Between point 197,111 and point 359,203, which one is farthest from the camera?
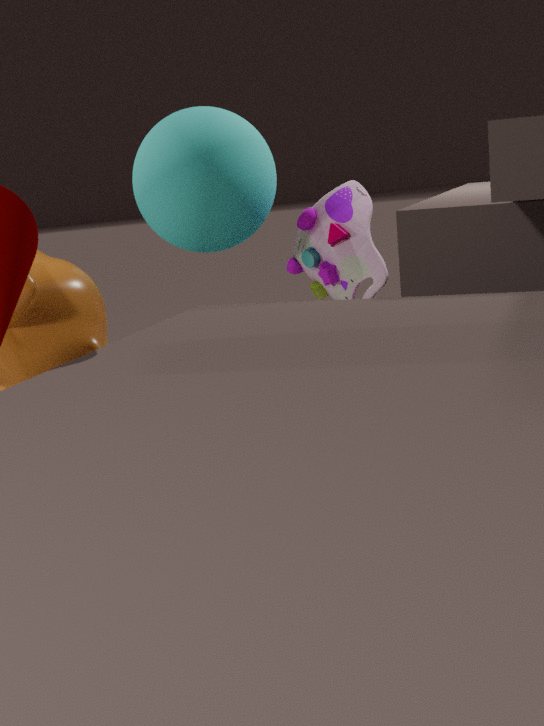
point 197,111
